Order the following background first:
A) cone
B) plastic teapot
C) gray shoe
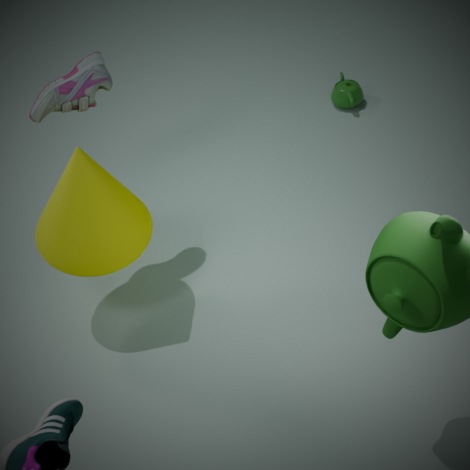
plastic teapot < gray shoe < cone
